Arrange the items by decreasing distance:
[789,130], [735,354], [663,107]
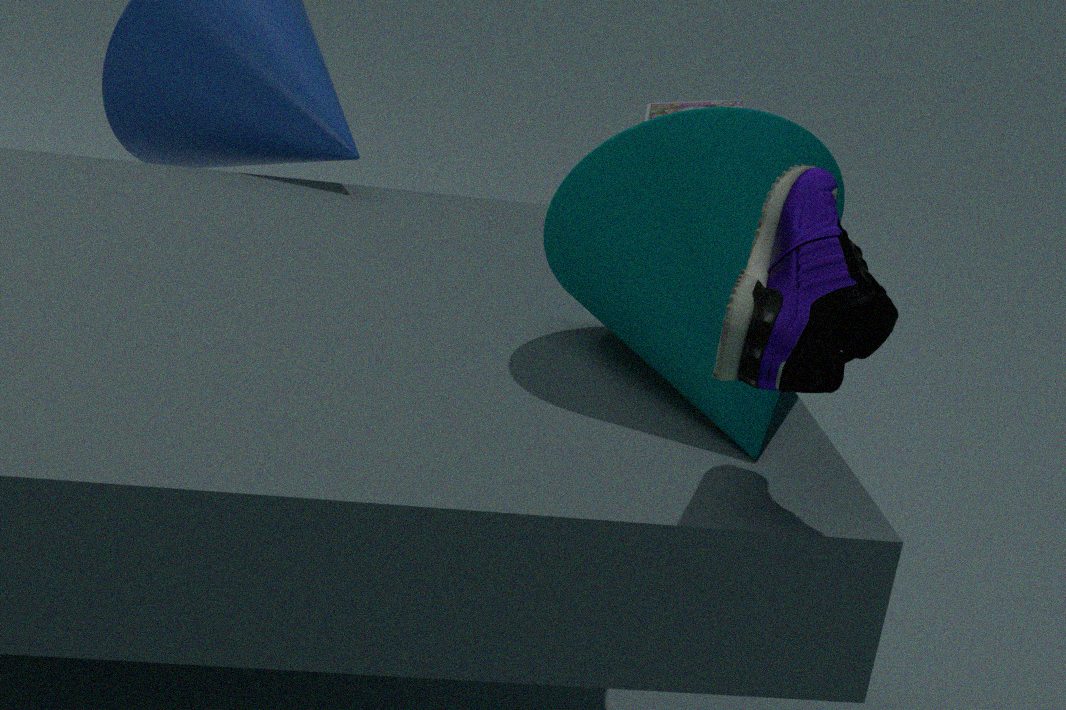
[663,107] → [789,130] → [735,354]
